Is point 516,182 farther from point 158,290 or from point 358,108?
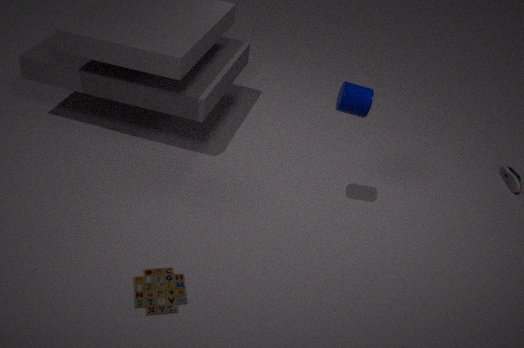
point 158,290
